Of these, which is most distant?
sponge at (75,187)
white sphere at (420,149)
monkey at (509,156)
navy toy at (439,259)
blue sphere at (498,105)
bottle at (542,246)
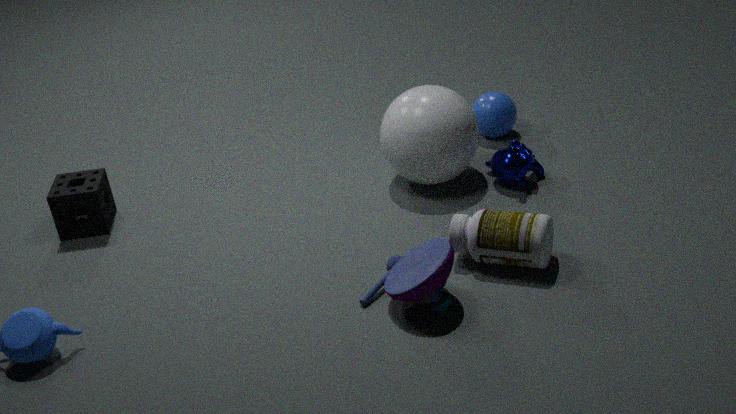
blue sphere at (498,105)
